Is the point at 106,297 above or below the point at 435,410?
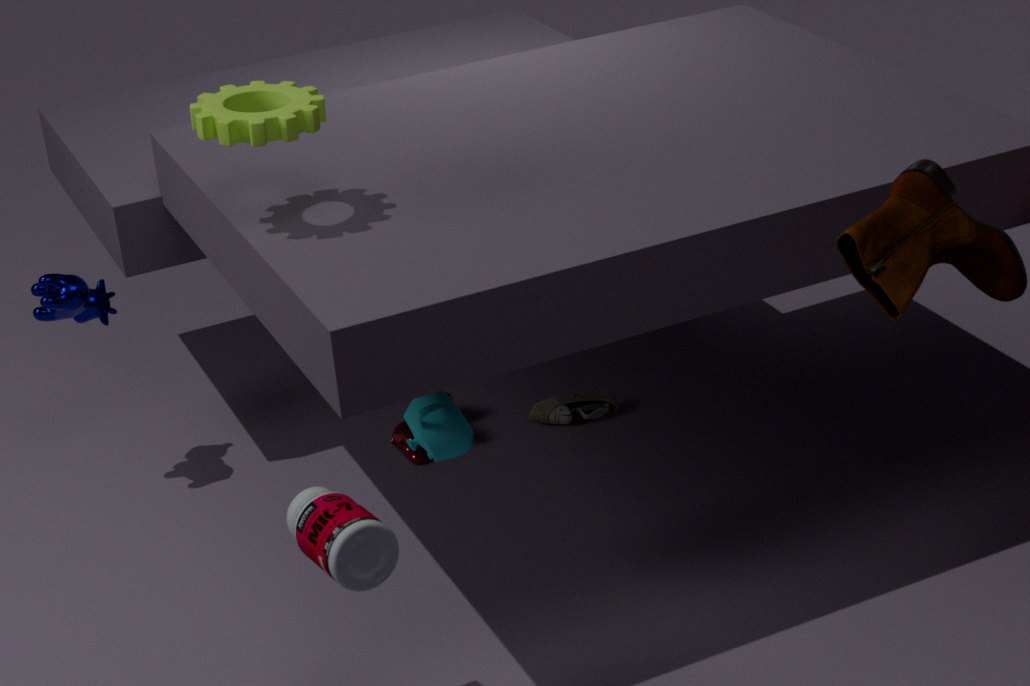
above
